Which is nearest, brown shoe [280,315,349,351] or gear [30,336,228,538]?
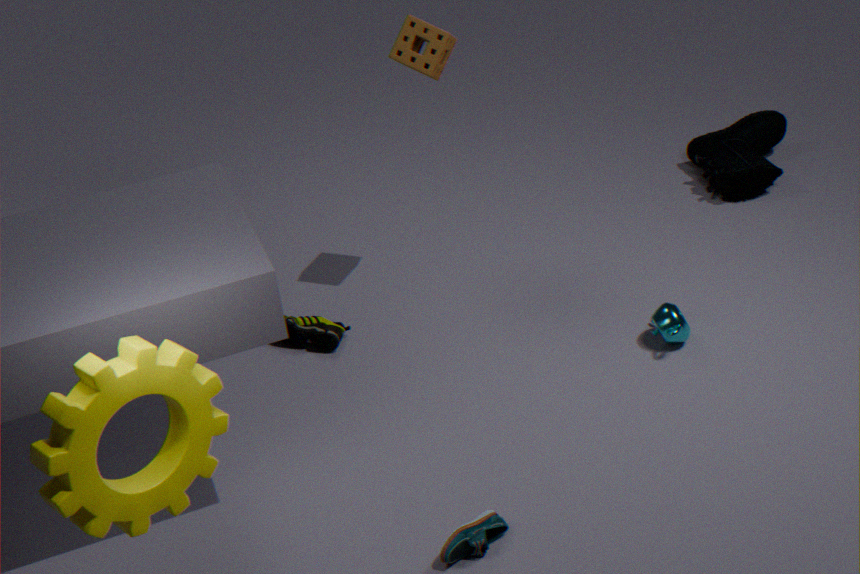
gear [30,336,228,538]
